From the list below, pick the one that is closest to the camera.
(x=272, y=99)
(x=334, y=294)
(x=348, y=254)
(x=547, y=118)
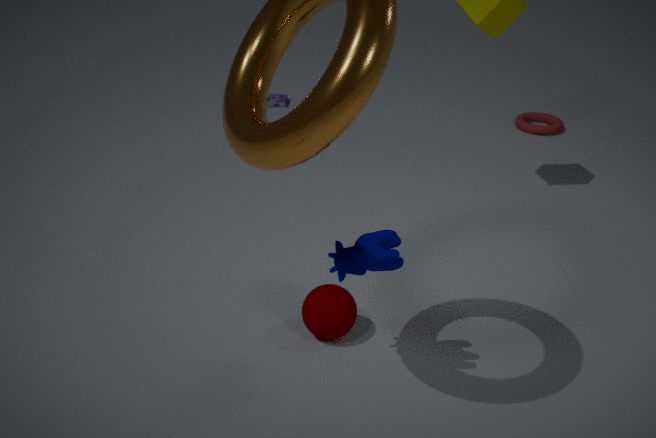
(x=348, y=254)
